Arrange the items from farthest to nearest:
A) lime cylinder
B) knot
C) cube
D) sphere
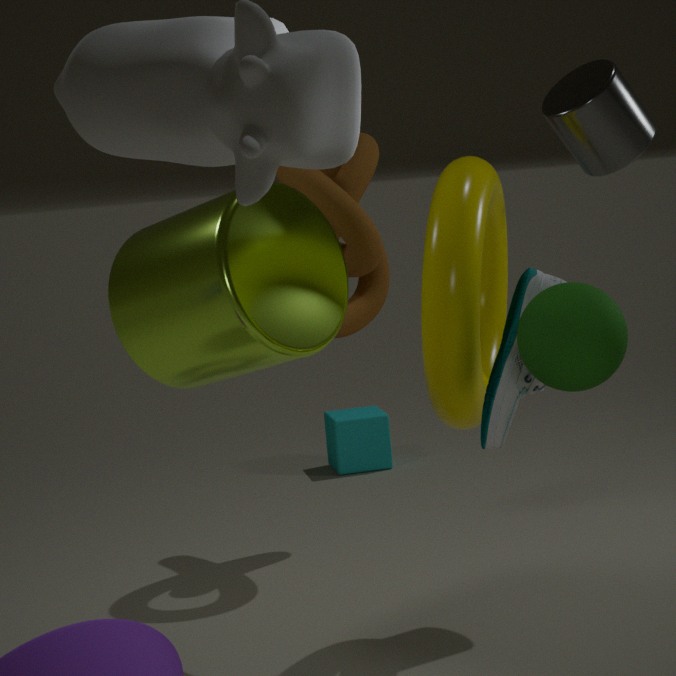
cube < knot < lime cylinder < sphere
